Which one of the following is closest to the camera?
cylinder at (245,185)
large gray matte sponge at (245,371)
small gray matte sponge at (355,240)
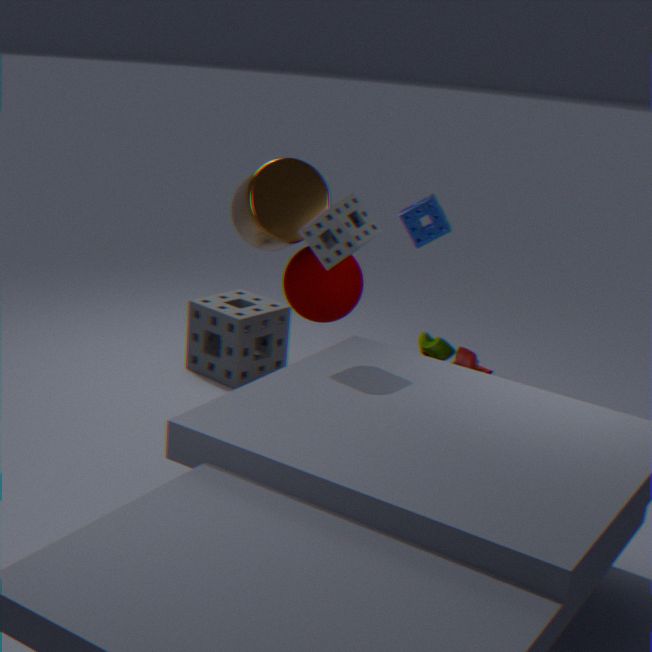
small gray matte sponge at (355,240)
